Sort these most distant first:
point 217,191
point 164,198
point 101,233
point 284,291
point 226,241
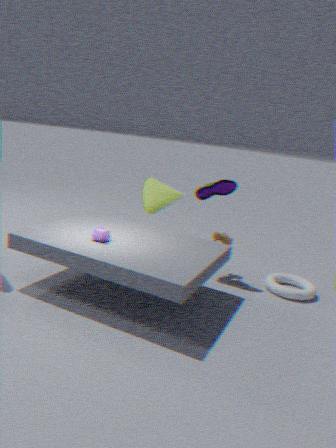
point 164,198
point 226,241
point 217,191
point 284,291
point 101,233
